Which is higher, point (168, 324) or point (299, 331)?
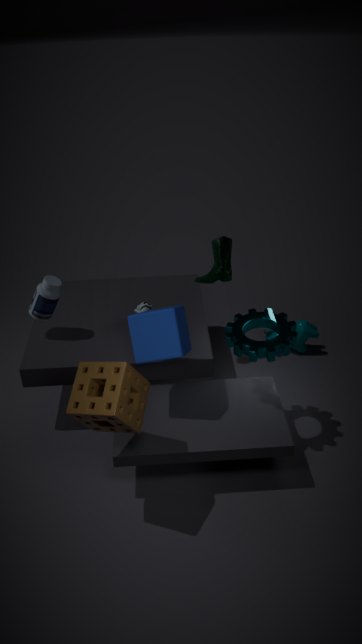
point (168, 324)
